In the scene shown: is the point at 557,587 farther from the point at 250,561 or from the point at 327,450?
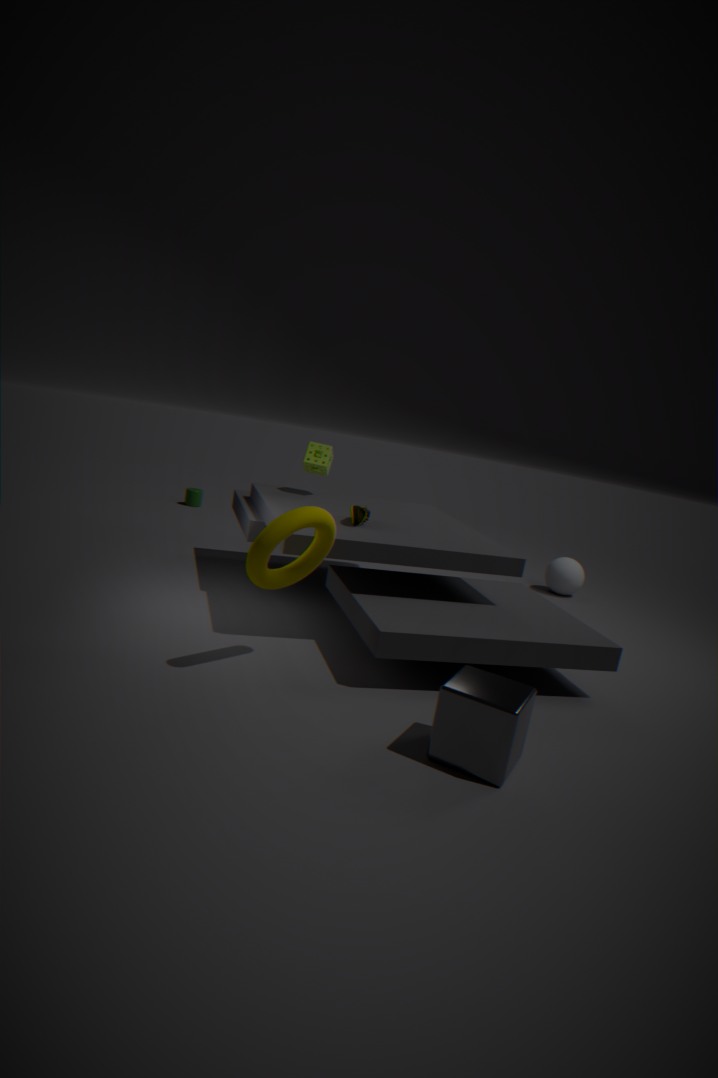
the point at 250,561
